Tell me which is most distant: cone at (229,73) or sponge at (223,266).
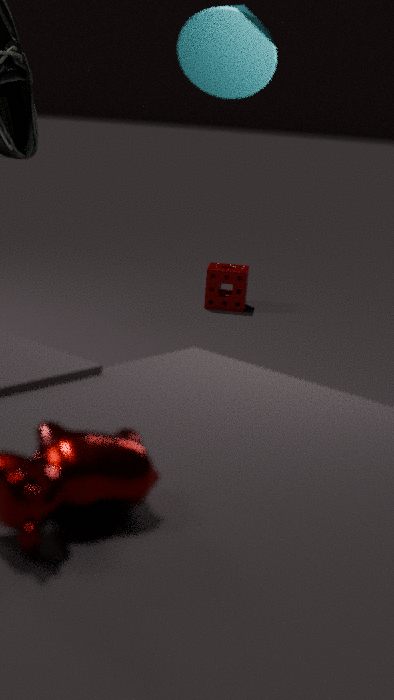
sponge at (223,266)
